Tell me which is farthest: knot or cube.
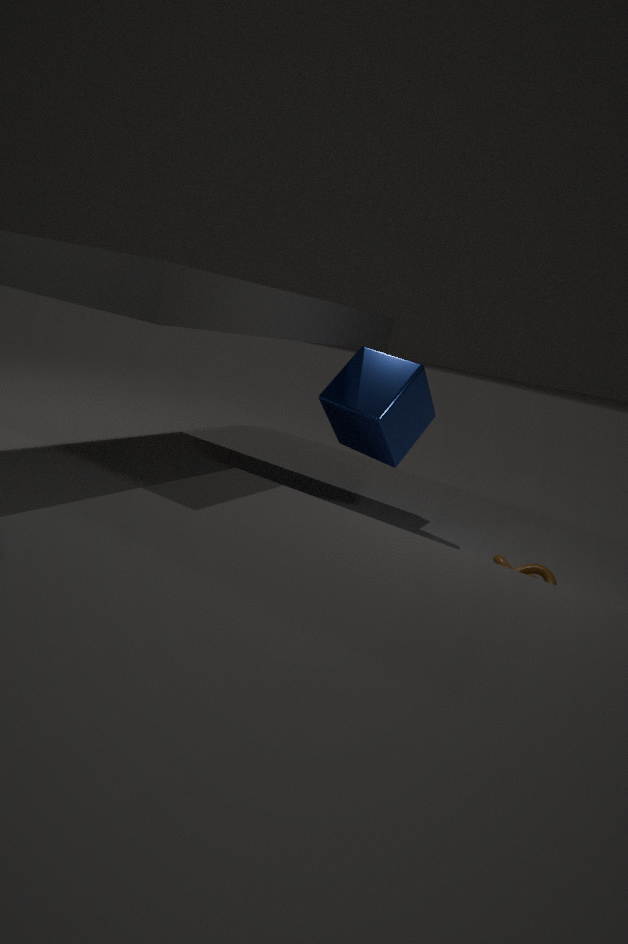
cube
